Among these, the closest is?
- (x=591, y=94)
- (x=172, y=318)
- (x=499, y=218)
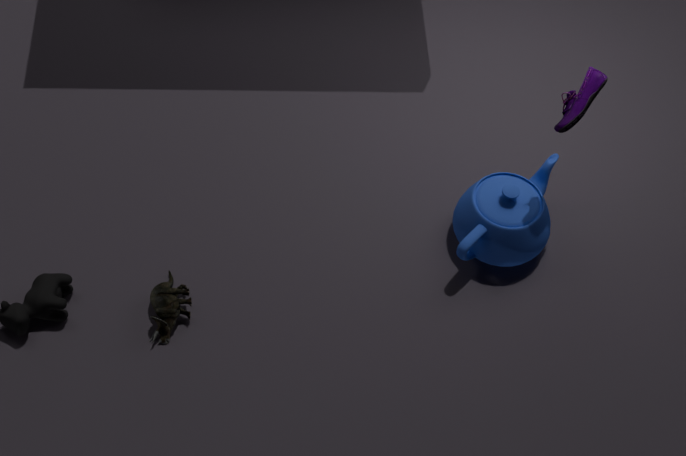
(x=591, y=94)
